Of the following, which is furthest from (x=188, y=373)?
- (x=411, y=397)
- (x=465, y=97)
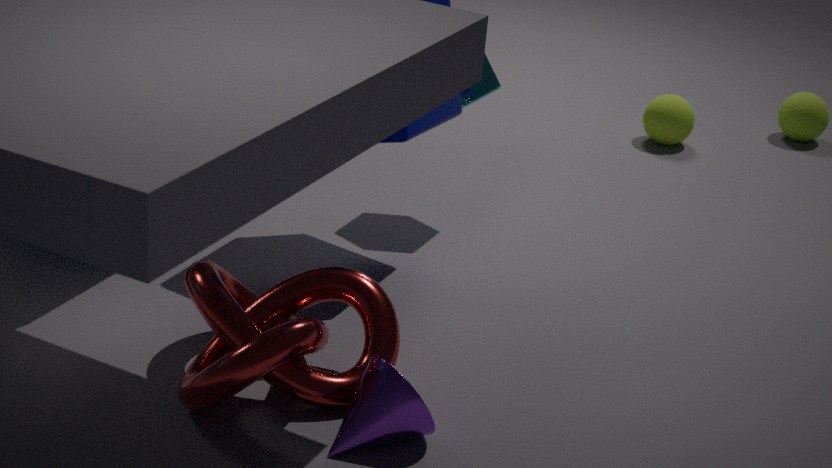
(x=465, y=97)
